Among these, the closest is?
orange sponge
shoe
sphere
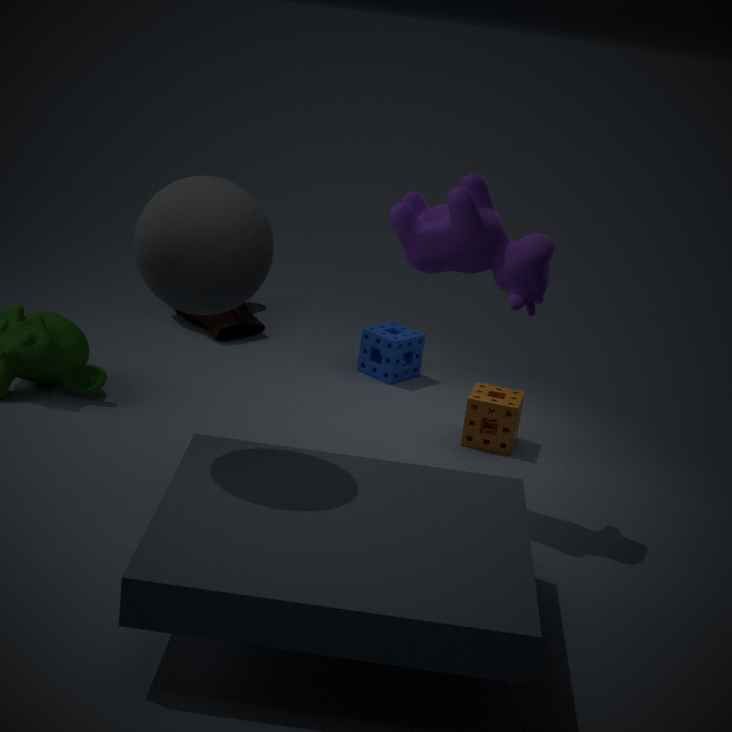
sphere
